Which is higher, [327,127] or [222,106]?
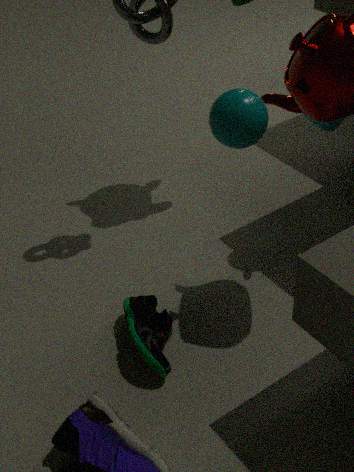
[222,106]
